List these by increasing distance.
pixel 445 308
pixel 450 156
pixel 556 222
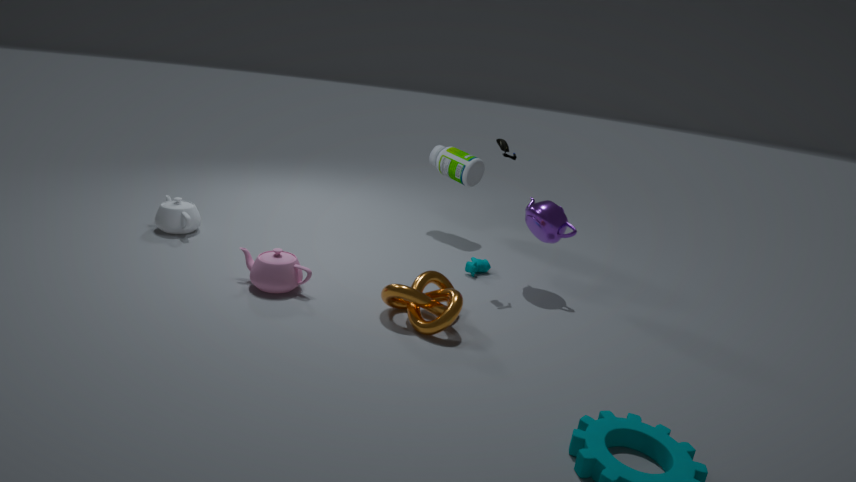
pixel 445 308 < pixel 556 222 < pixel 450 156
